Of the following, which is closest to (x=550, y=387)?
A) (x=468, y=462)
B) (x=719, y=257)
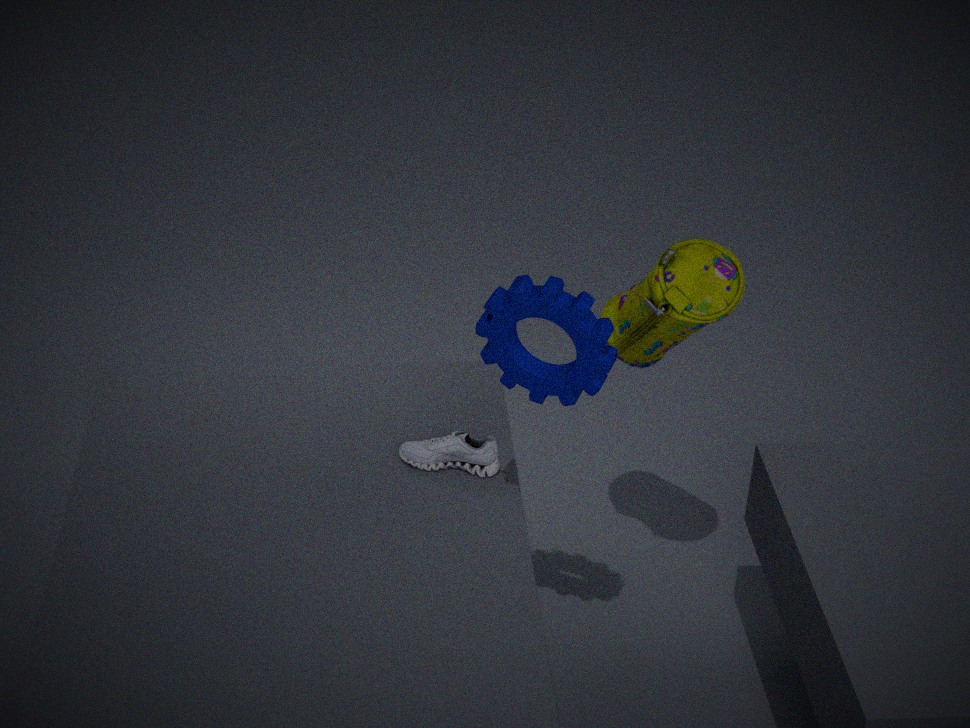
(x=719, y=257)
